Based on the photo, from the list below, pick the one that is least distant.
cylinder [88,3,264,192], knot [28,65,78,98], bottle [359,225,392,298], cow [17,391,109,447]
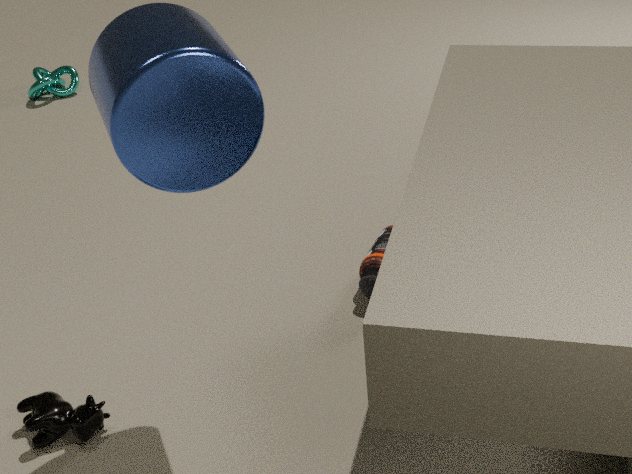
cylinder [88,3,264,192]
